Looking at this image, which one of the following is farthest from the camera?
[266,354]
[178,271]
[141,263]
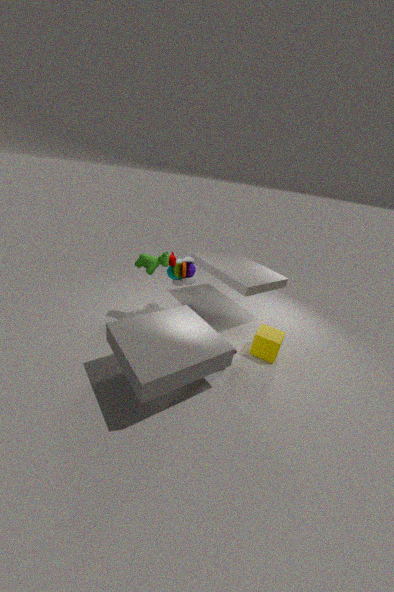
[178,271]
